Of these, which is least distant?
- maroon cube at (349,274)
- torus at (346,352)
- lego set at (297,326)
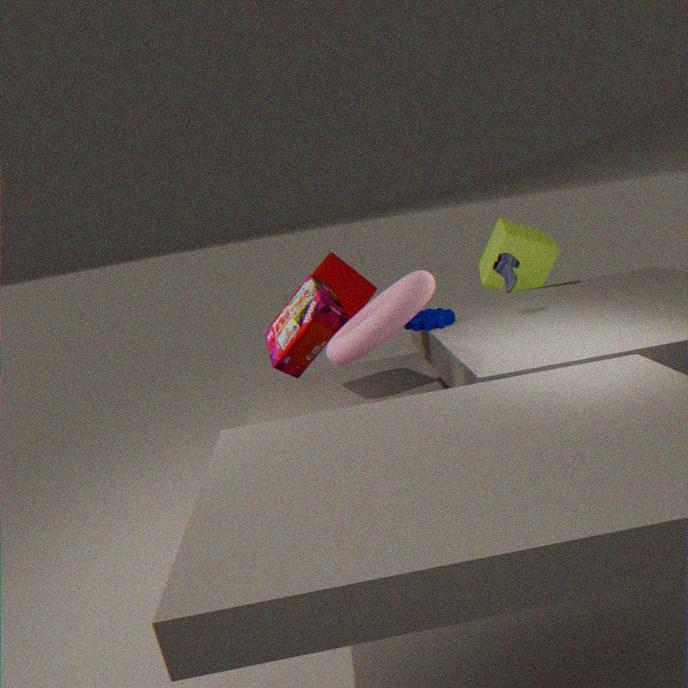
torus at (346,352)
